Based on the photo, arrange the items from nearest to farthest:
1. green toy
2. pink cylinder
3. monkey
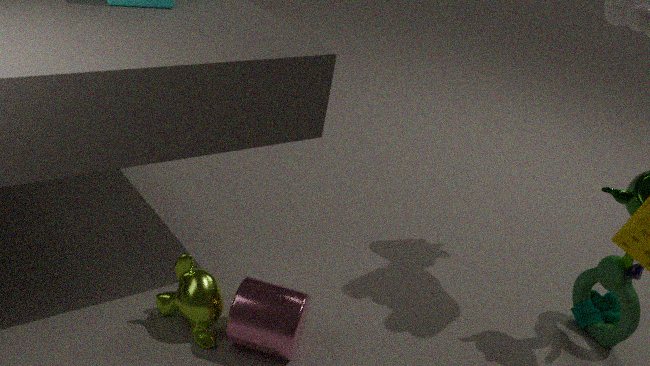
1. pink cylinder
2. monkey
3. green toy
